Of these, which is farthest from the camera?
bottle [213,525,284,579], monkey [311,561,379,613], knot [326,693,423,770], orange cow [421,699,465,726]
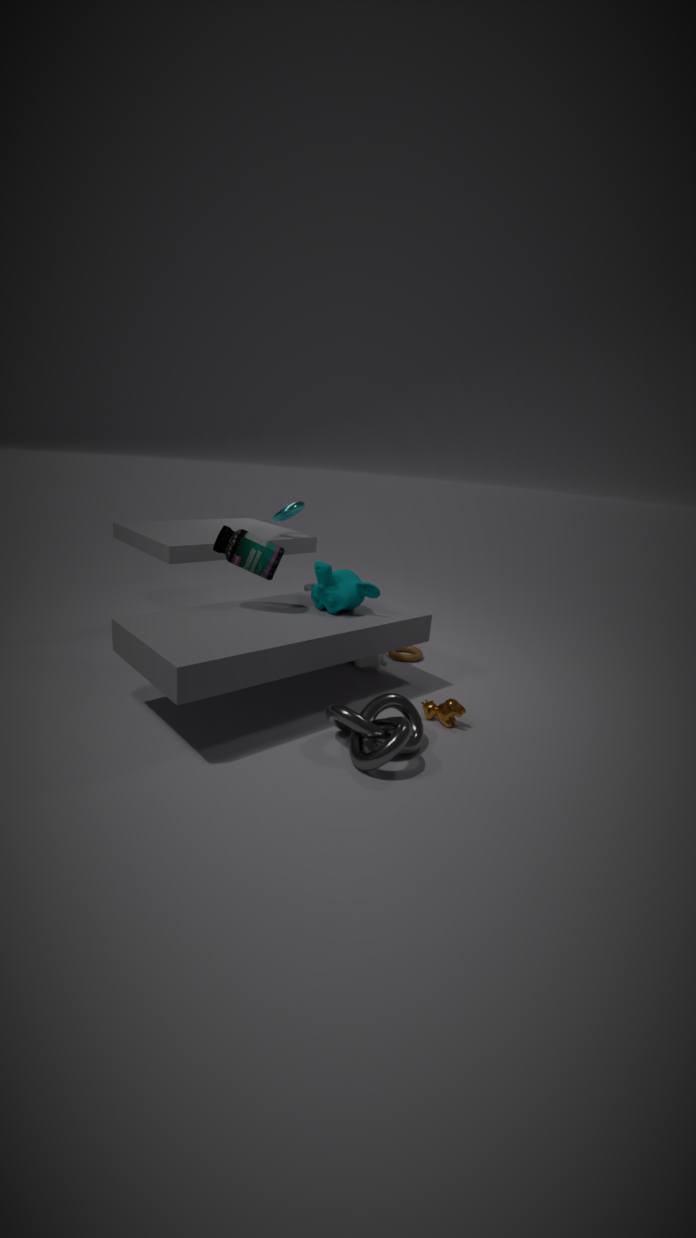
monkey [311,561,379,613]
